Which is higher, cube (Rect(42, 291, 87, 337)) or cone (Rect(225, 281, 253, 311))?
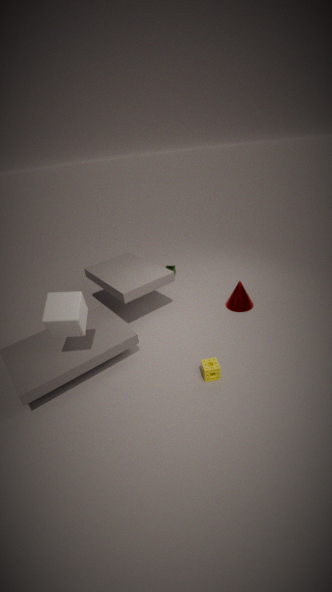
cube (Rect(42, 291, 87, 337))
